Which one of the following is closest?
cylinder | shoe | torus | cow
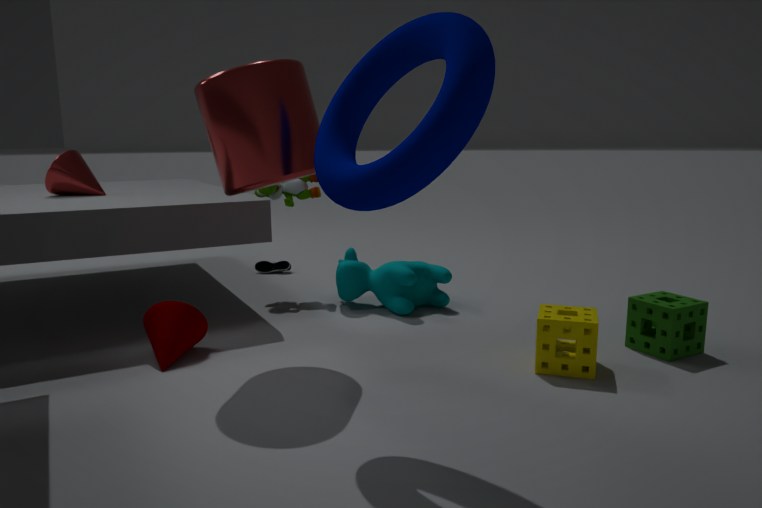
torus
